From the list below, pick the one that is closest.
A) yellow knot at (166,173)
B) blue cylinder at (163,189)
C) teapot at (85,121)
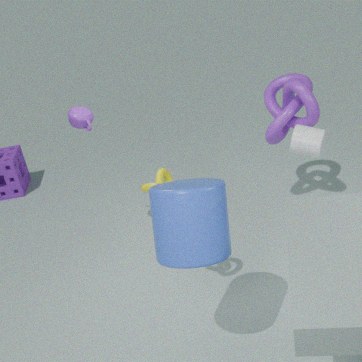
blue cylinder at (163,189)
